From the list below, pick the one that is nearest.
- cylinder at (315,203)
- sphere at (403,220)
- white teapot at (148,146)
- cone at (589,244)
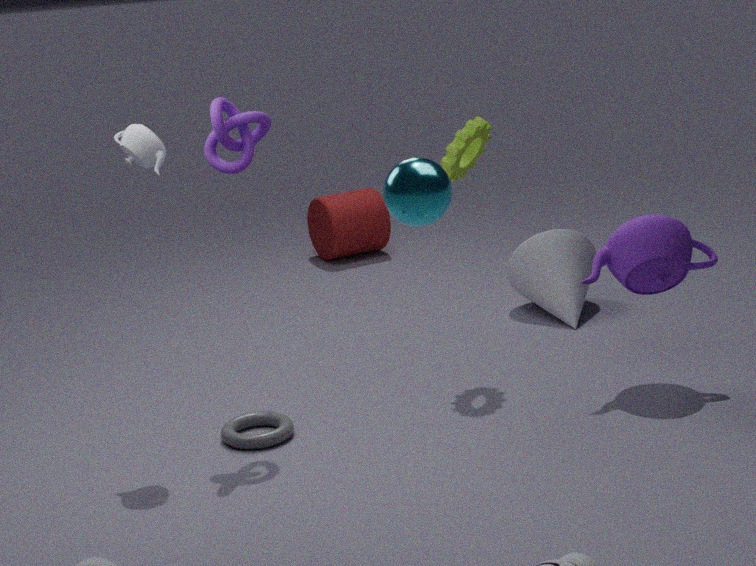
sphere at (403,220)
